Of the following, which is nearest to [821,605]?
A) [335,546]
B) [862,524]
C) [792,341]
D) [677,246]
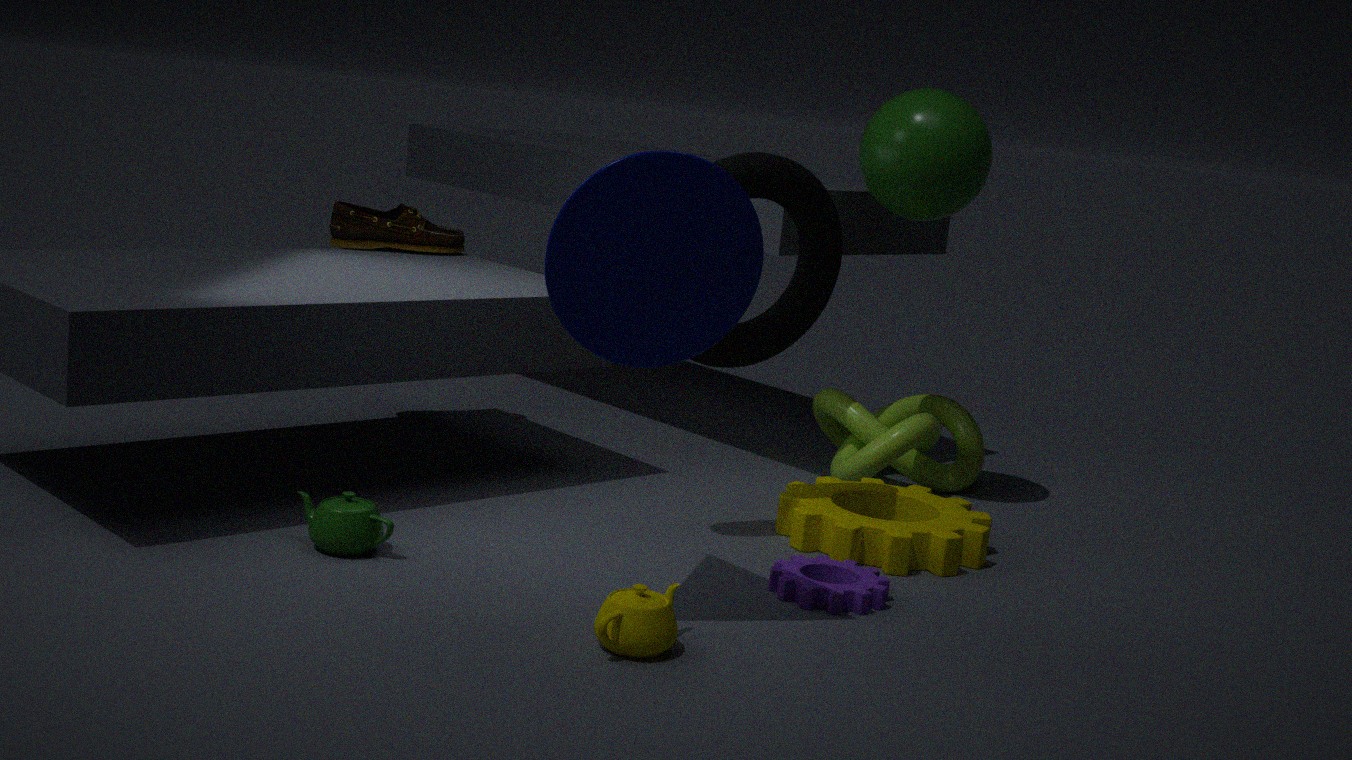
[862,524]
